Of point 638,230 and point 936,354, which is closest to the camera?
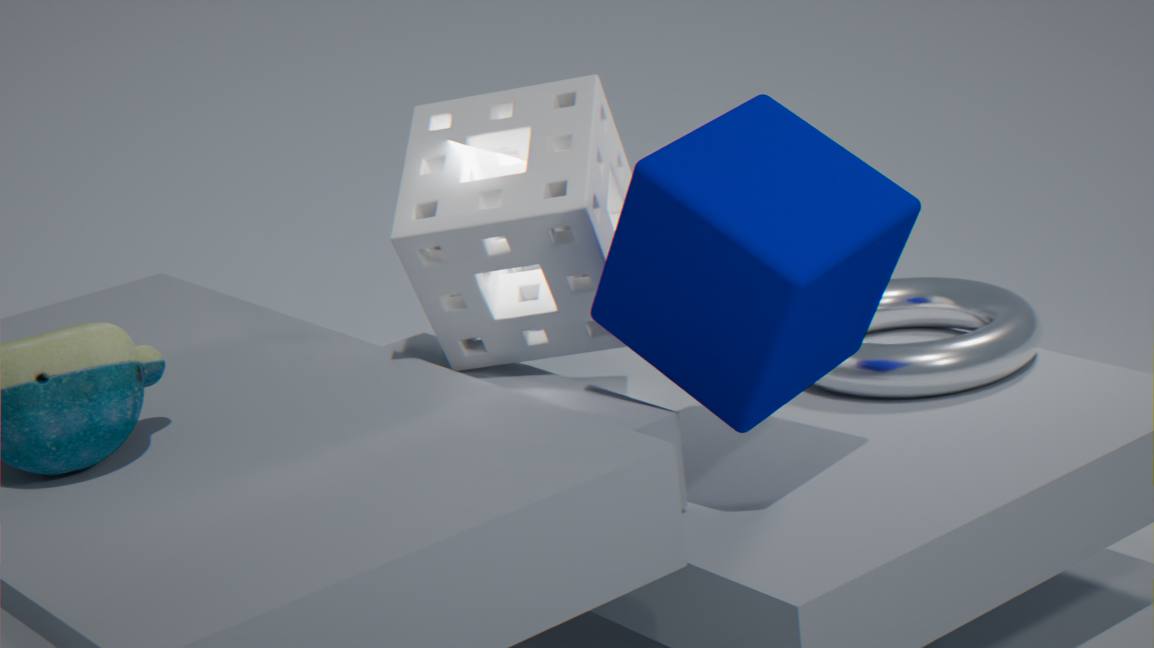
point 638,230
